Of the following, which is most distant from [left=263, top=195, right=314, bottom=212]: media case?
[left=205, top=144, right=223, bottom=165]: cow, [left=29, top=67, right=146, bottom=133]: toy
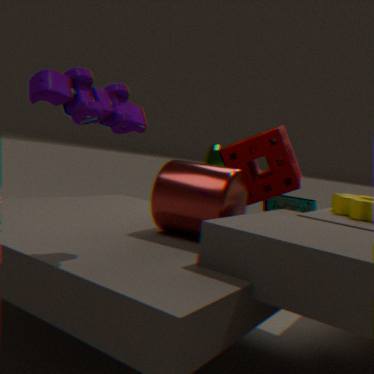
[left=29, top=67, right=146, bottom=133]: toy
